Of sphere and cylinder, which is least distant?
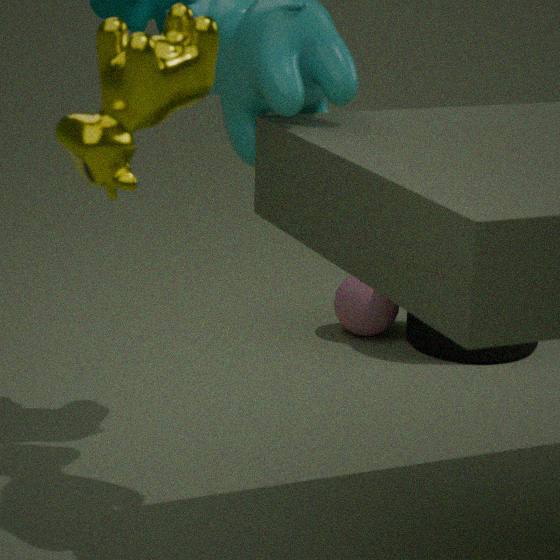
cylinder
